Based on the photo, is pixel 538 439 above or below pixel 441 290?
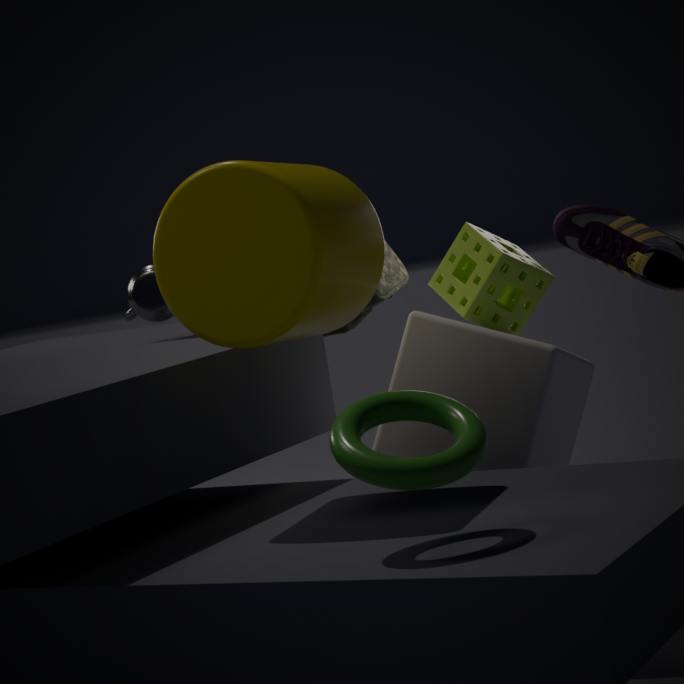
below
